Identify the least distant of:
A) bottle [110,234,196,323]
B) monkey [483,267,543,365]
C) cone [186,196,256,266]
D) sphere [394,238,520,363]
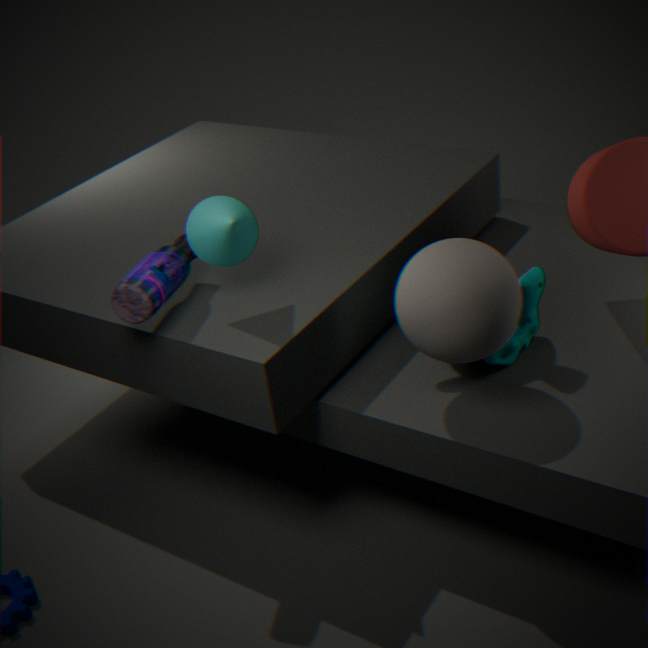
sphere [394,238,520,363]
